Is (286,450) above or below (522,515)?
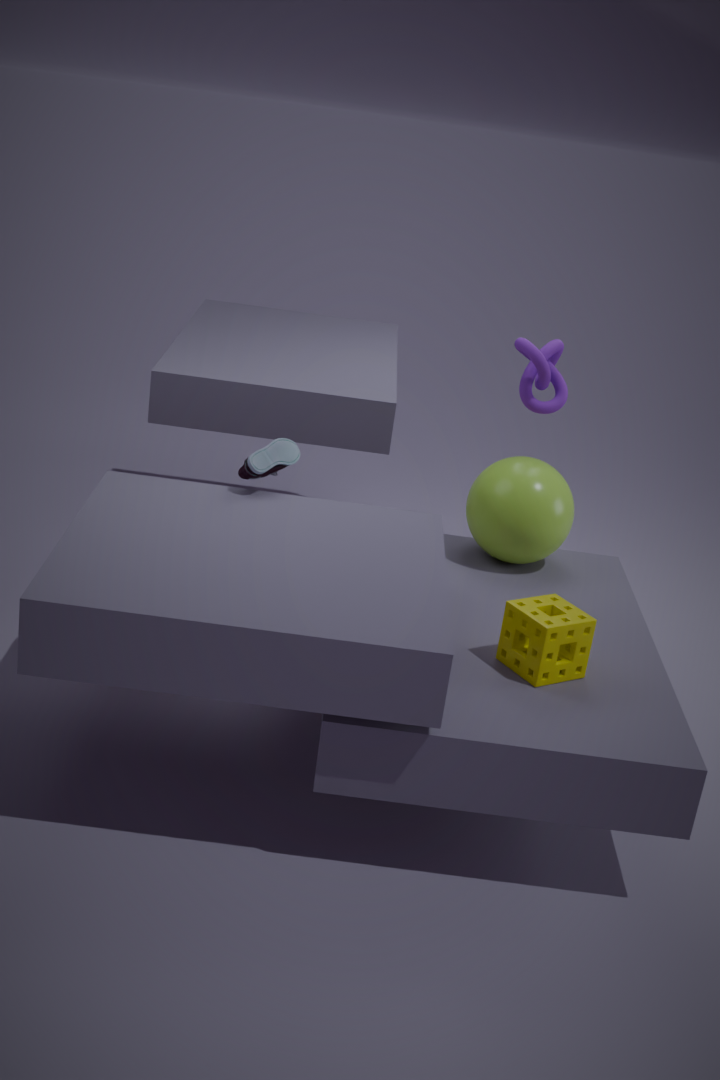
above
